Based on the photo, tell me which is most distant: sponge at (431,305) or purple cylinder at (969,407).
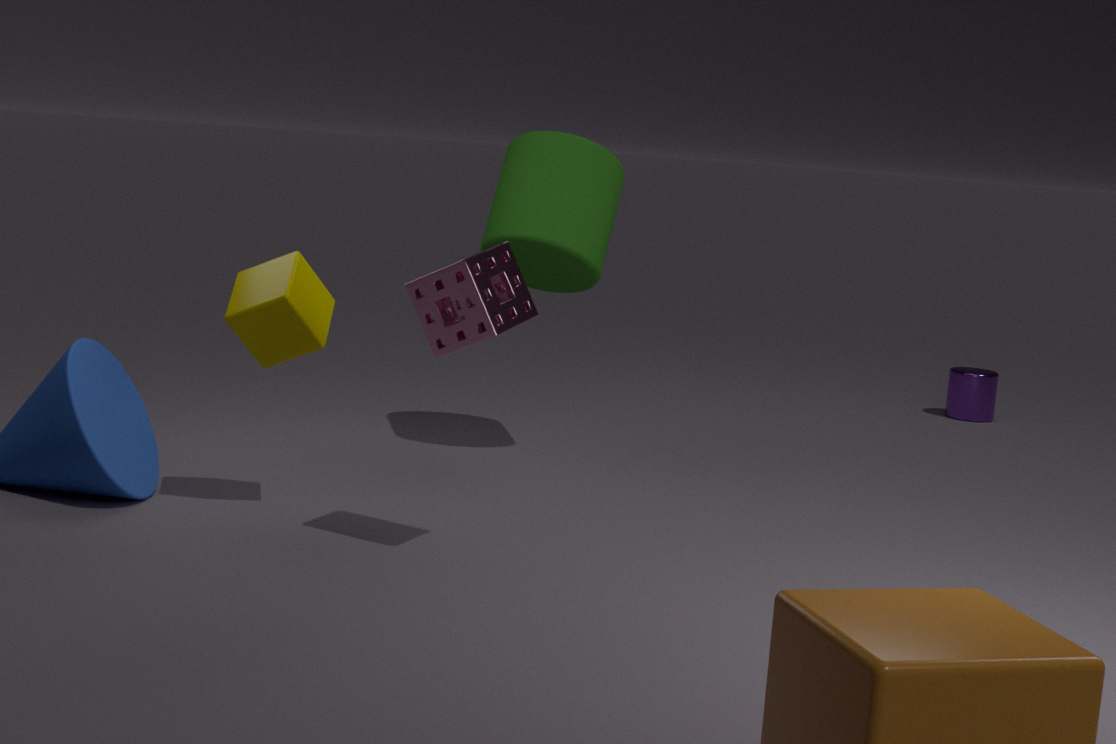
purple cylinder at (969,407)
